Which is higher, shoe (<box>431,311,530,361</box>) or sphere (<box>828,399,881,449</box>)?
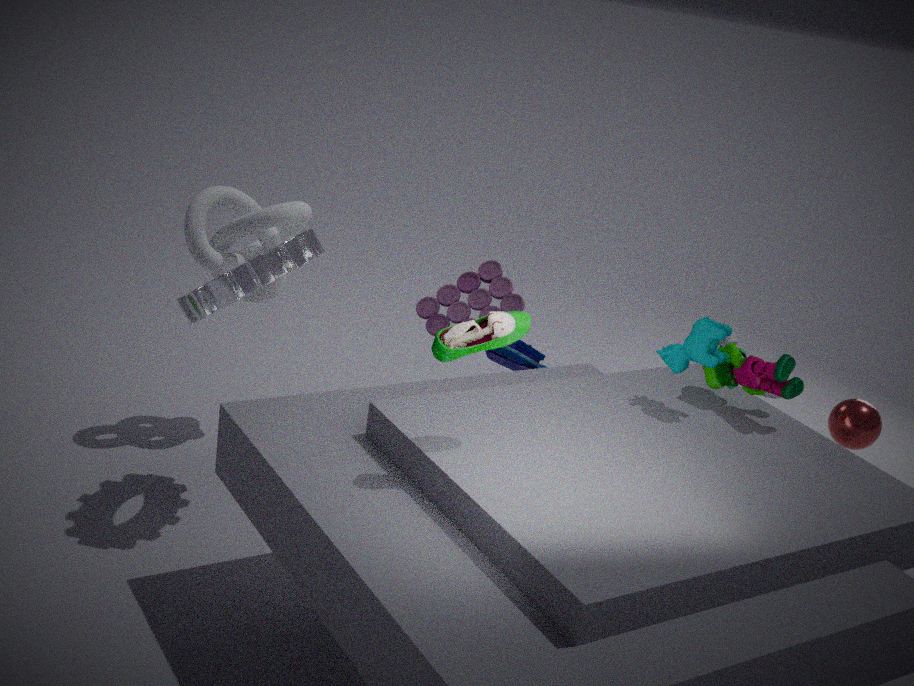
shoe (<box>431,311,530,361</box>)
